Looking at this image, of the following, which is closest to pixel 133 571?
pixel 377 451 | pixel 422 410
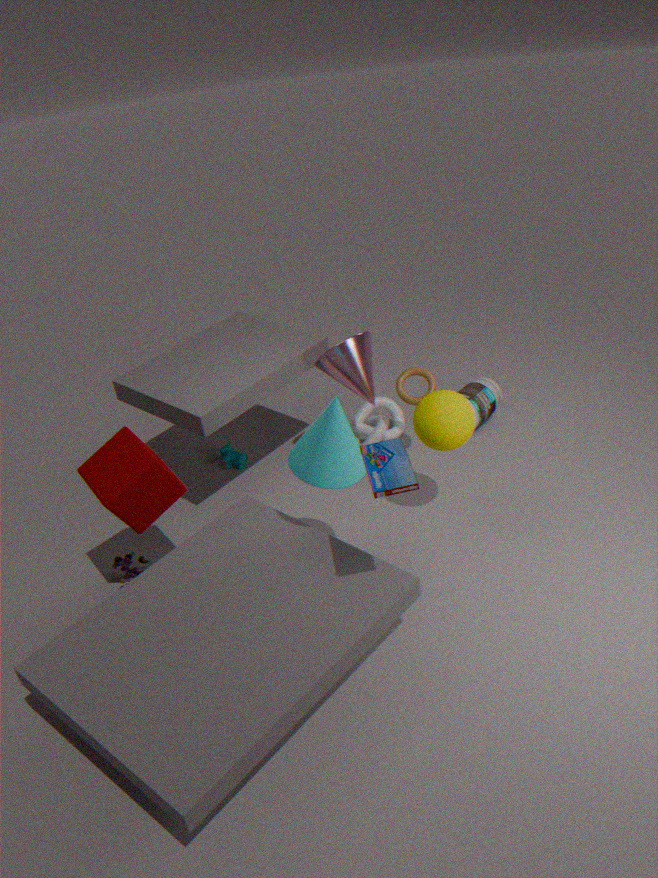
pixel 377 451
